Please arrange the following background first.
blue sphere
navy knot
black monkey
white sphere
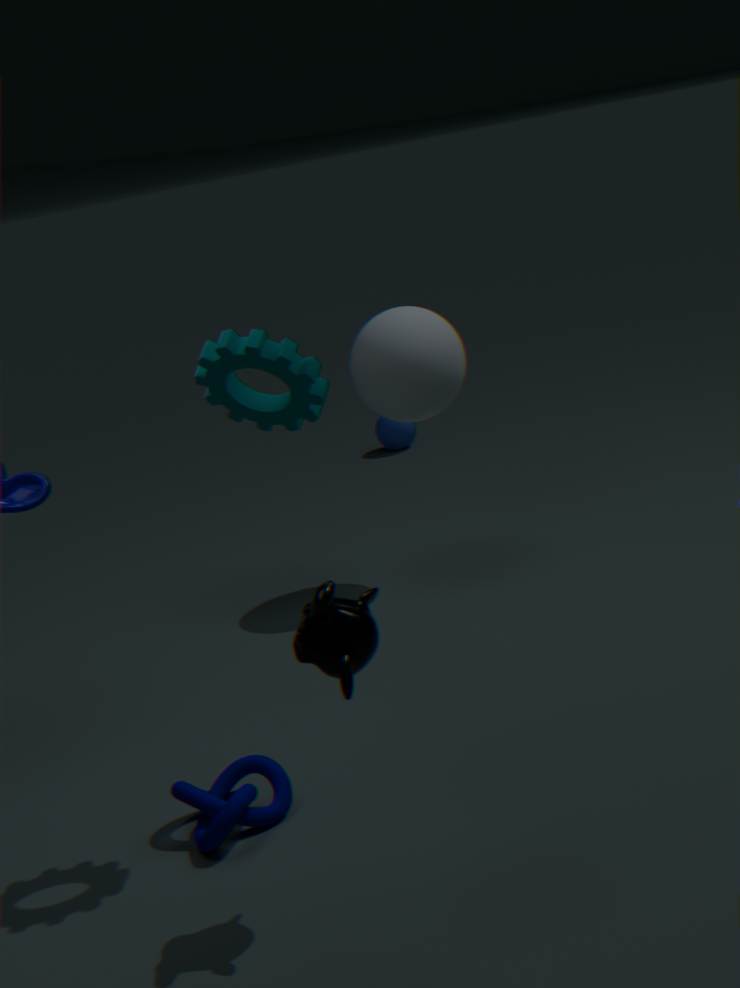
blue sphere, white sphere, navy knot, black monkey
